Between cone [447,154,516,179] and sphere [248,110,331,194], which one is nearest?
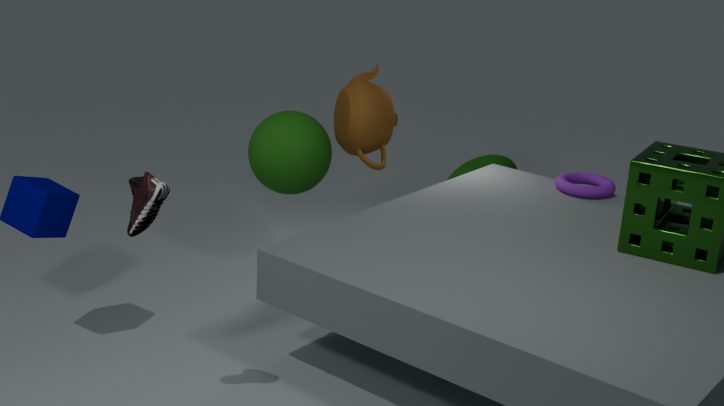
sphere [248,110,331,194]
